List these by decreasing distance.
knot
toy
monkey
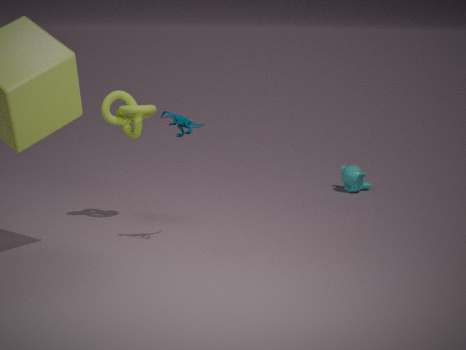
monkey < knot < toy
